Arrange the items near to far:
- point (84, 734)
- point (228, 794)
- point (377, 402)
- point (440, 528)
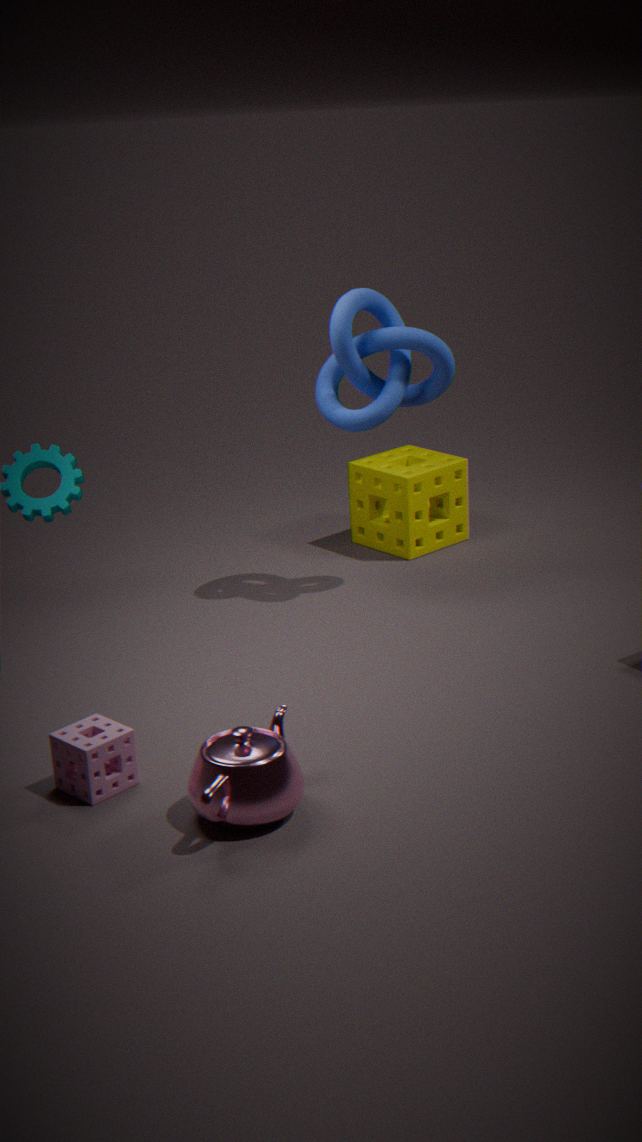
point (228, 794), point (84, 734), point (377, 402), point (440, 528)
